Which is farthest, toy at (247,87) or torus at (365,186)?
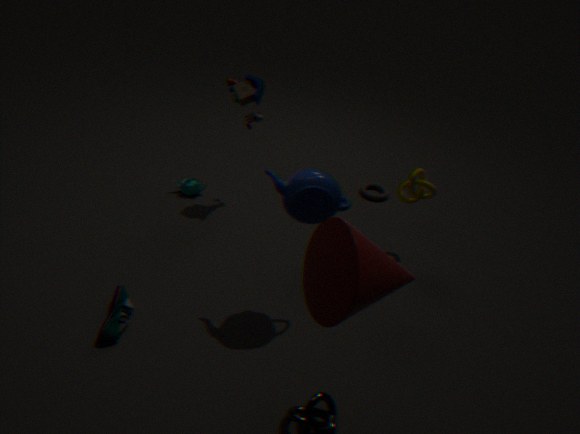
torus at (365,186)
